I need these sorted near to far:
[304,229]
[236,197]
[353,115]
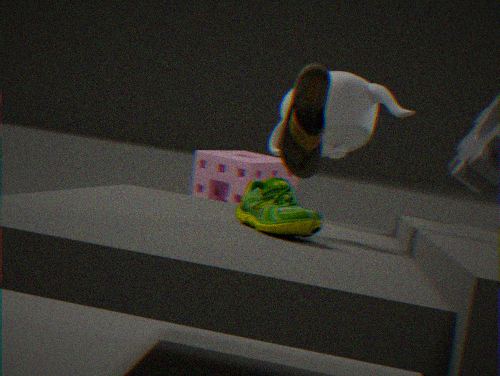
[304,229] → [353,115] → [236,197]
